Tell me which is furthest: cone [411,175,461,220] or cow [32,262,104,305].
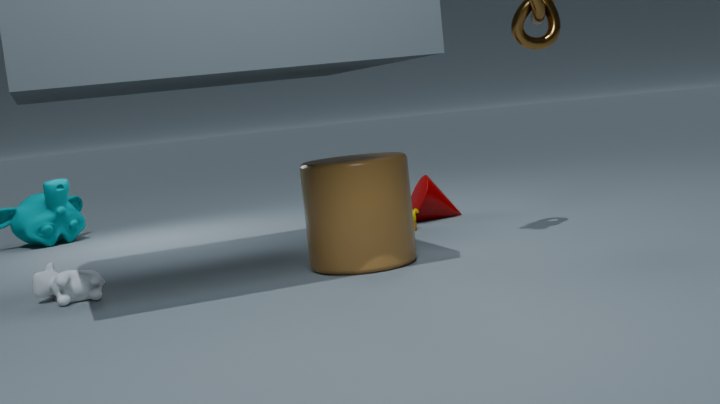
cone [411,175,461,220]
